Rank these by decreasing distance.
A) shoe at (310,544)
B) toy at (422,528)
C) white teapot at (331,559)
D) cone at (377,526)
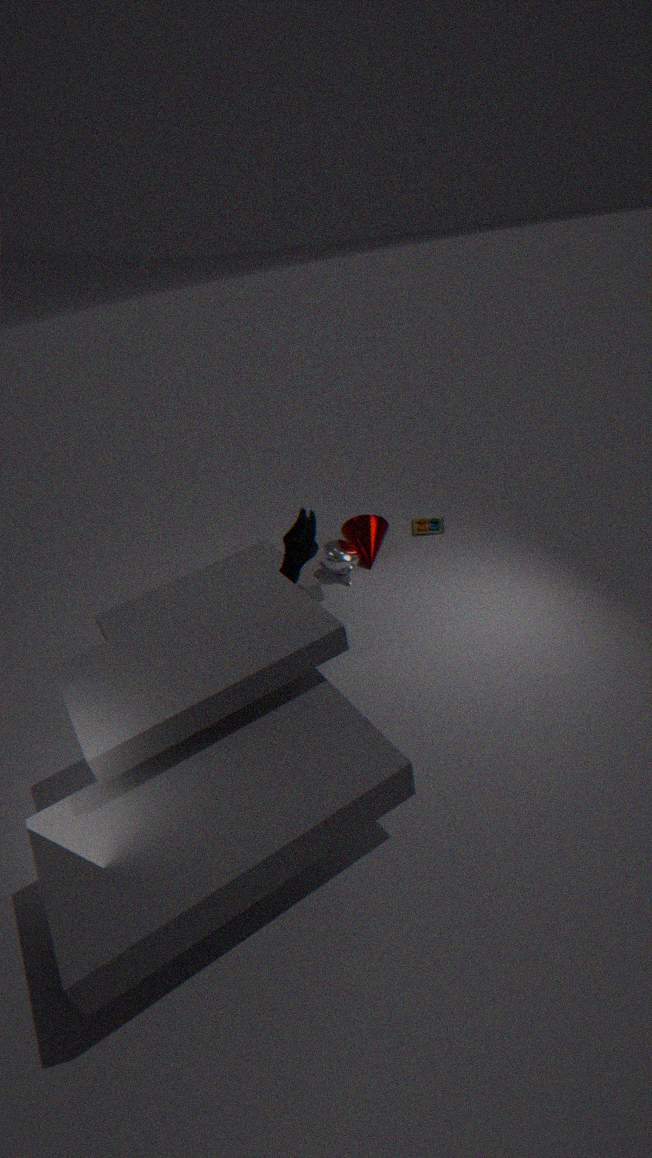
toy at (422,528) → cone at (377,526) → white teapot at (331,559) → shoe at (310,544)
